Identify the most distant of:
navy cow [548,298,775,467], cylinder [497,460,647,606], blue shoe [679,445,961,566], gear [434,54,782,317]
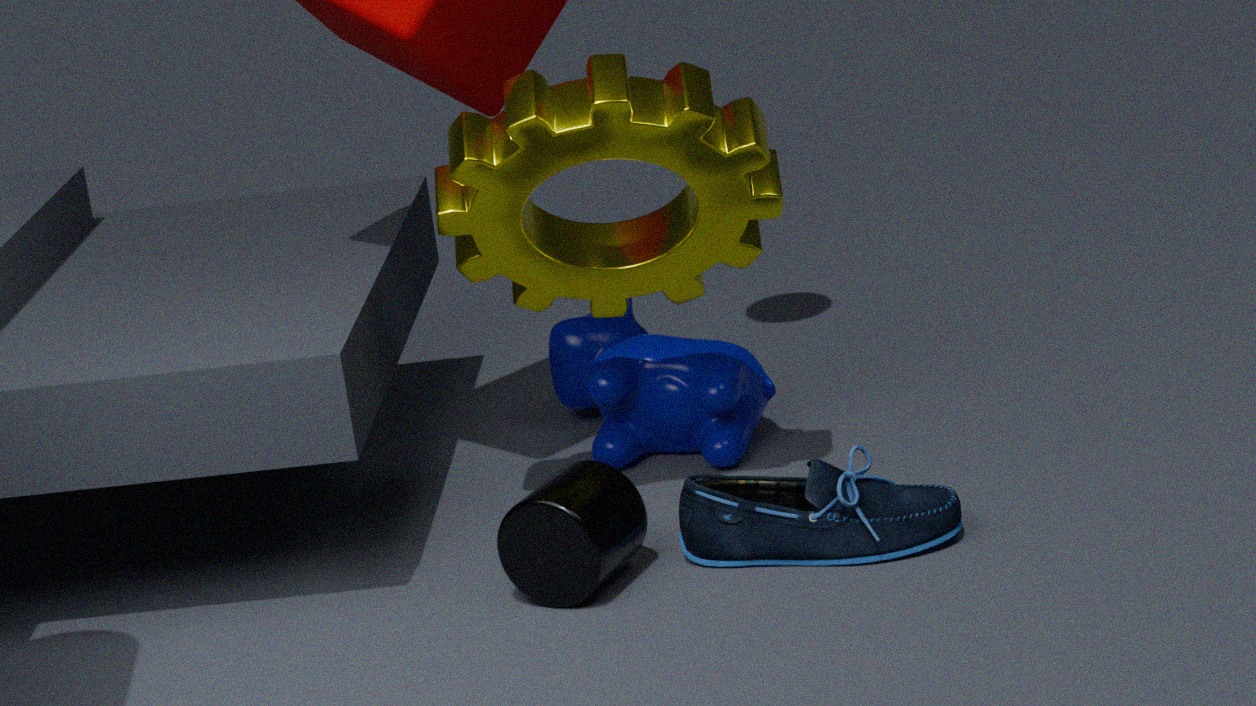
navy cow [548,298,775,467]
